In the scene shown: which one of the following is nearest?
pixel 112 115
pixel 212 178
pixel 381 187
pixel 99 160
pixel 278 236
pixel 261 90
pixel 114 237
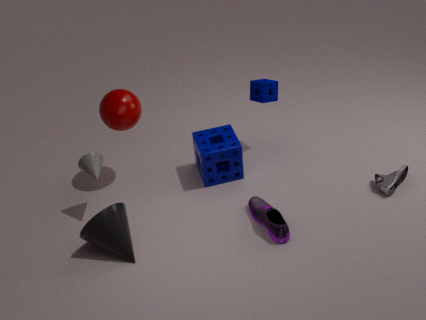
pixel 114 237
